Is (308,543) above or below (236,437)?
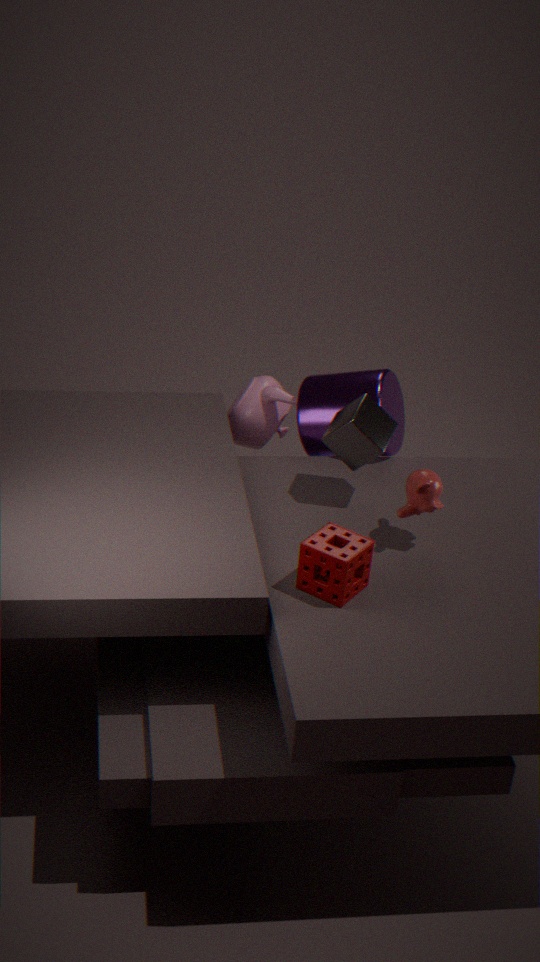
above
